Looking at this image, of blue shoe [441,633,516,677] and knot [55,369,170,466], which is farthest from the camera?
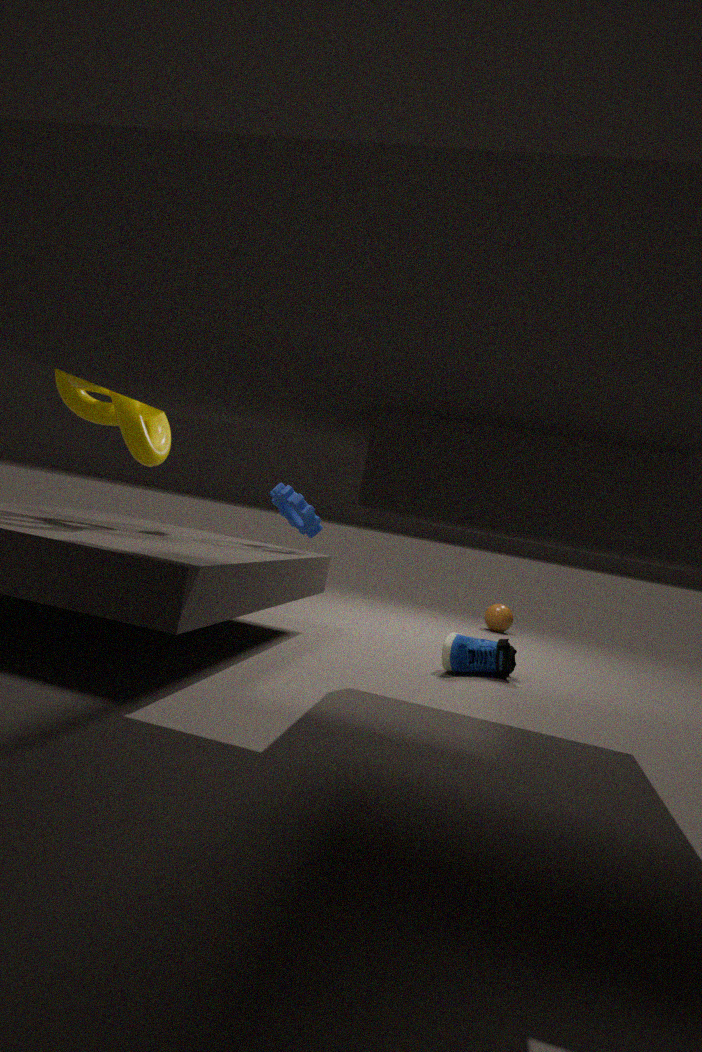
blue shoe [441,633,516,677]
